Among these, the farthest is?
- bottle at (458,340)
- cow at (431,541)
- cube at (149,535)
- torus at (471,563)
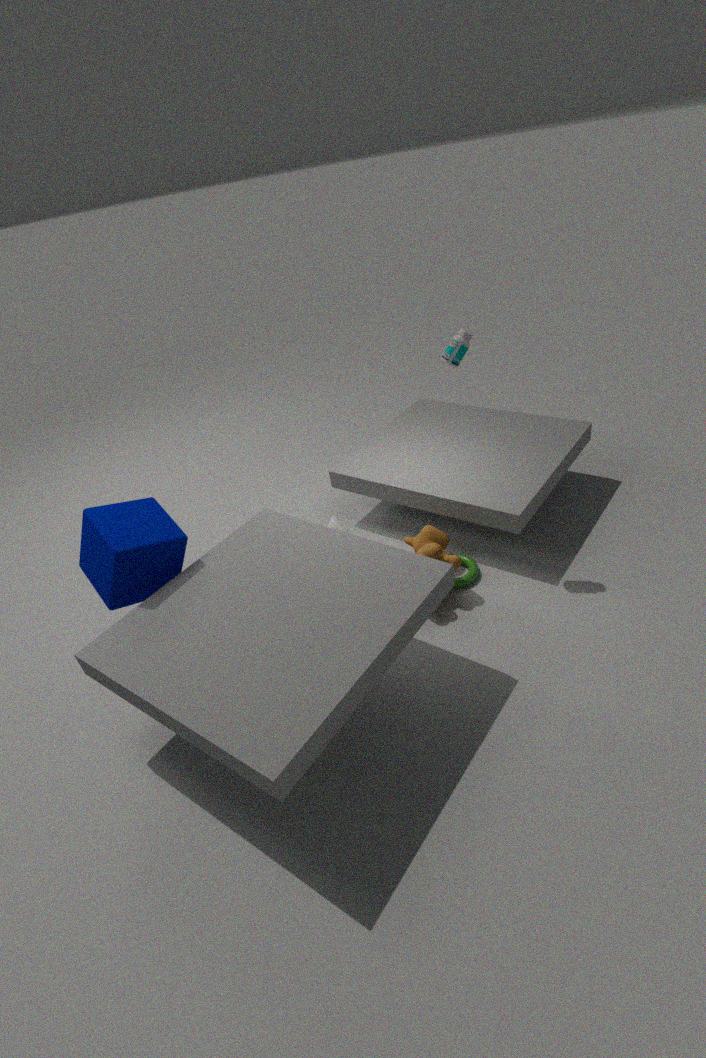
torus at (471,563)
